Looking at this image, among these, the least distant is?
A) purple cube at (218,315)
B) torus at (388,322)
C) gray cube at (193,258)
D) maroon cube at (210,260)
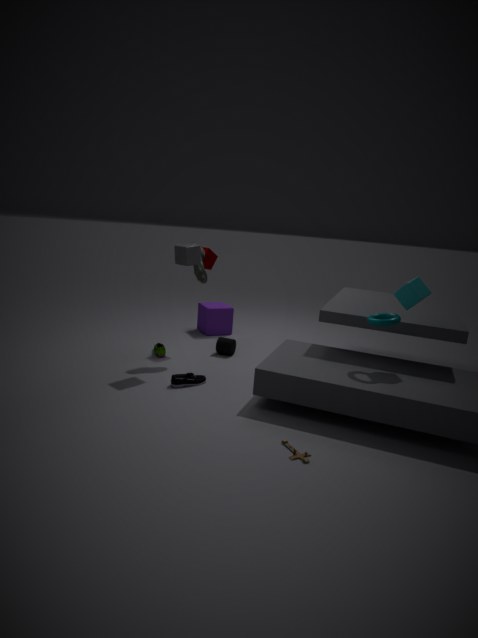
B. torus at (388,322)
